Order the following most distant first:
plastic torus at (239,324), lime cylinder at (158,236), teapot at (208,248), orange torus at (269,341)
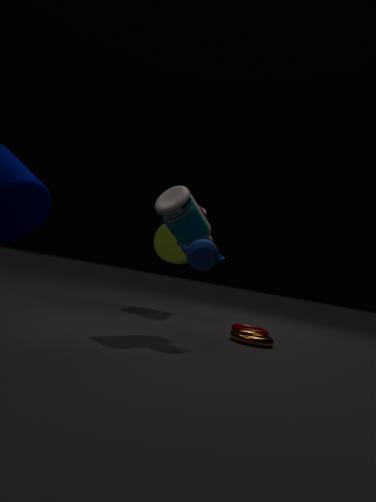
lime cylinder at (158,236)
plastic torus at (239,324)
orange torus at (269,341)
teapot at (208,248)
